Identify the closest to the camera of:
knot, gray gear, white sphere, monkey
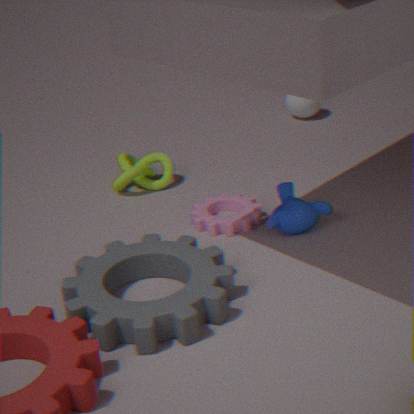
gray gear
